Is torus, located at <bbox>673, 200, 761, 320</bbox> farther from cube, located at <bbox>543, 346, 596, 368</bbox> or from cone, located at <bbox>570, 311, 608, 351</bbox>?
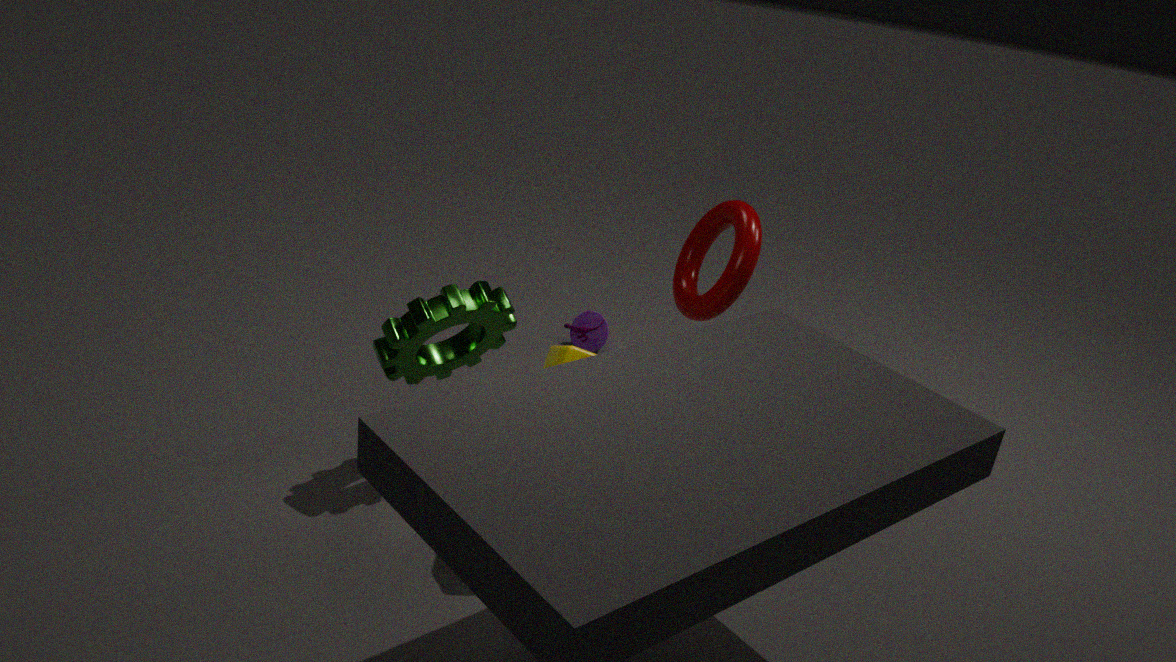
cone, located at <bbox>570, 311, 608, 351</bbox>
